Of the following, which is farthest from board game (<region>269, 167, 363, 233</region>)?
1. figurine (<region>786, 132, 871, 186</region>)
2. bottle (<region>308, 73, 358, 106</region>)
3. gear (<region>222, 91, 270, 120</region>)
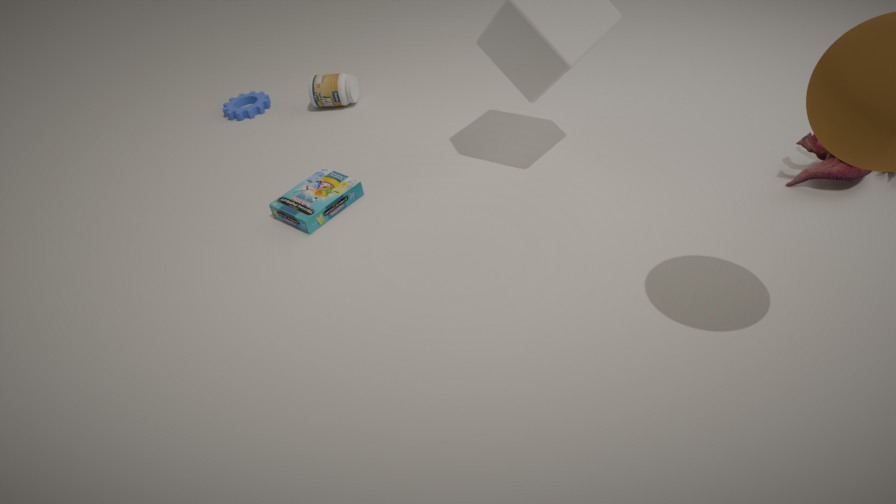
figurine (<region>786, 132, 871, 186</region>)
